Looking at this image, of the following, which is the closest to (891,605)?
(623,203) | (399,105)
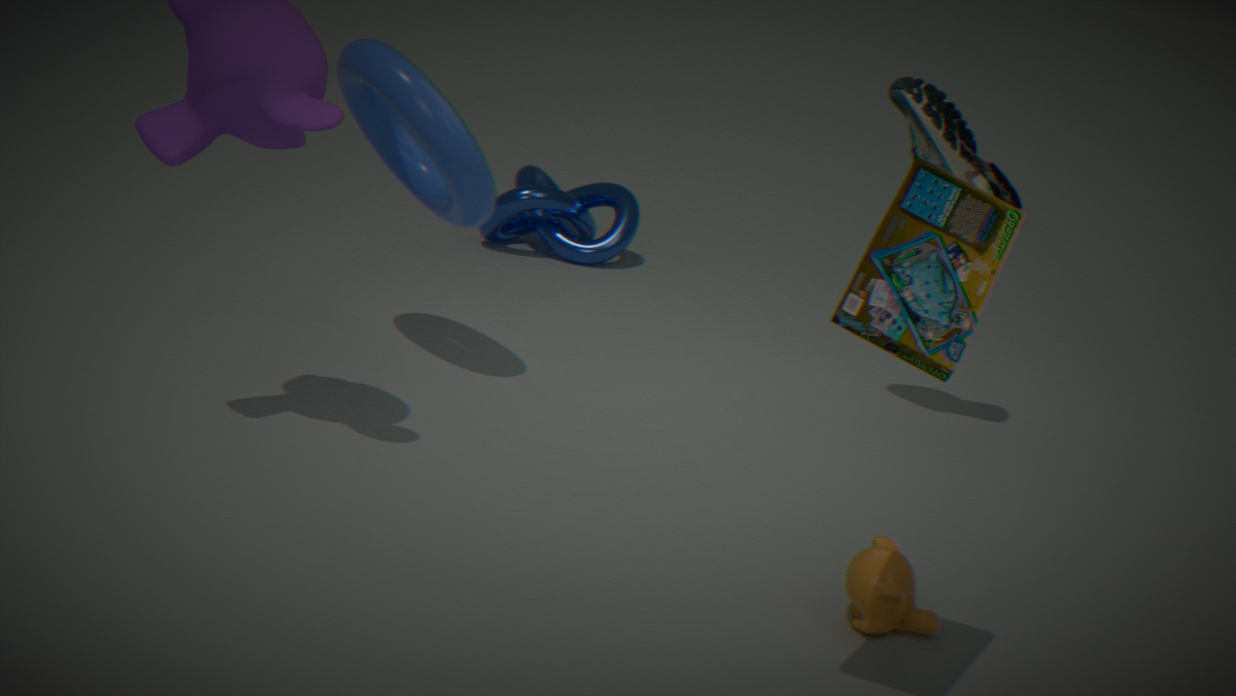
(399,105)
